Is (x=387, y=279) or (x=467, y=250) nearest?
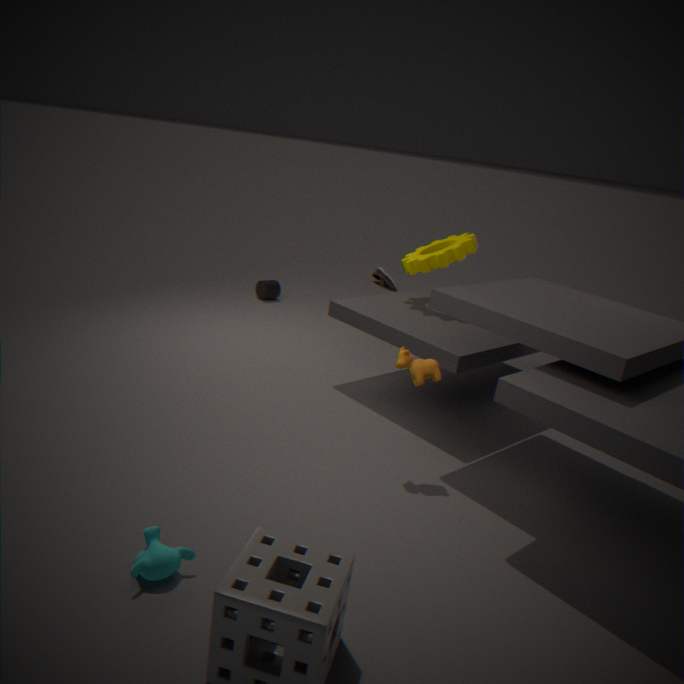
(x=467, y=250)
